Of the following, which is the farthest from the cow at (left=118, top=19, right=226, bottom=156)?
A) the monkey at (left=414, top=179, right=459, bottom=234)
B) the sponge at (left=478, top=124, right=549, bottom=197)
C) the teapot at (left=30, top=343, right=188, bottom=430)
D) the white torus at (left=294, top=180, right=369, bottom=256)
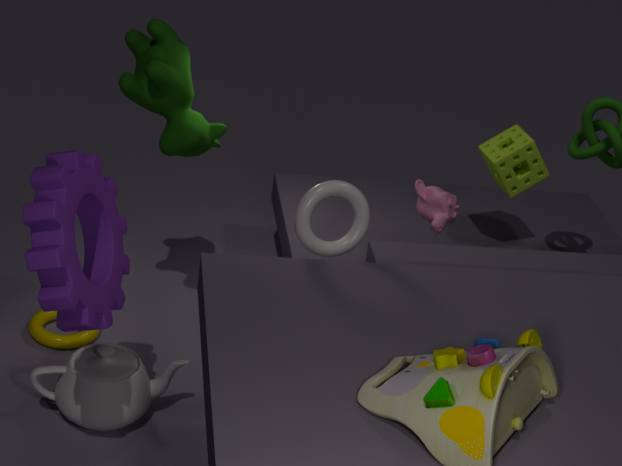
the sponge at (left=478, top=124, right=549, bottom=197)
